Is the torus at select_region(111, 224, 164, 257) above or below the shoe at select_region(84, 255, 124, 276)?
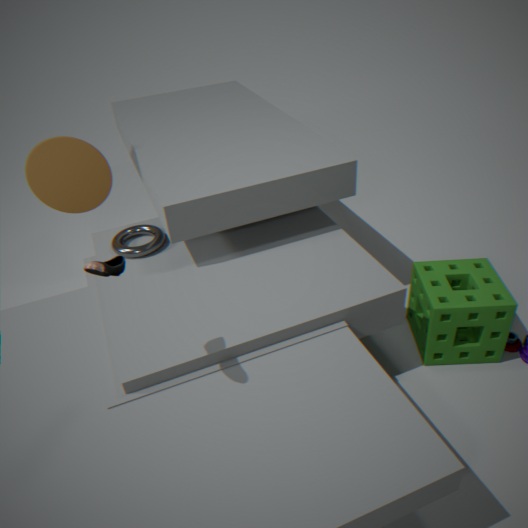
below
